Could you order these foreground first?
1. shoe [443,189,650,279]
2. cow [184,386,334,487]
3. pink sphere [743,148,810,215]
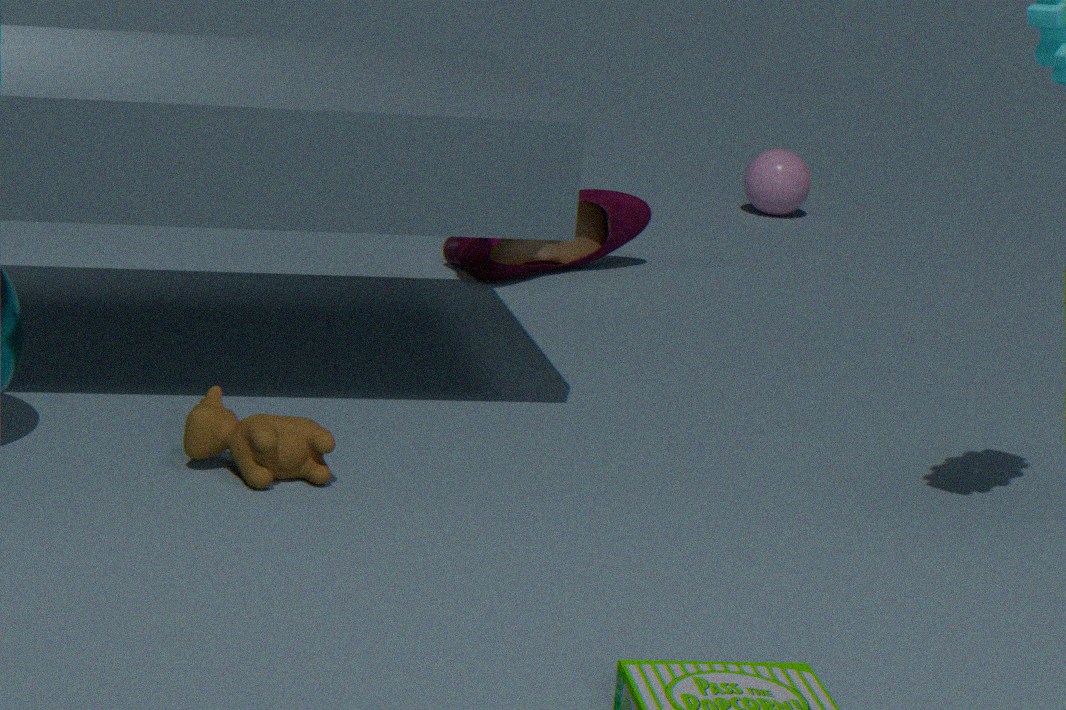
cow [184,386,334,487]
shoe [443,189,650,279]
pink sphere [743,148,810,215]
